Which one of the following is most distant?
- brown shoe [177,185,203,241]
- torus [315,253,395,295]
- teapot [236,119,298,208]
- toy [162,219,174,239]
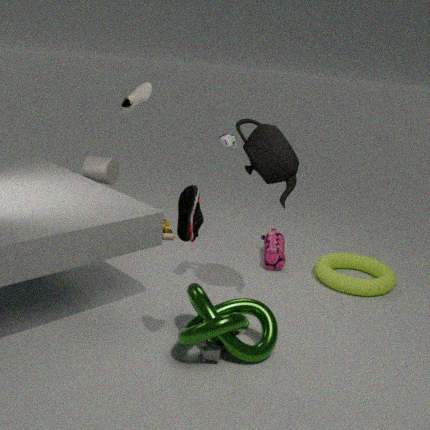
toy [162,219,174,239]
